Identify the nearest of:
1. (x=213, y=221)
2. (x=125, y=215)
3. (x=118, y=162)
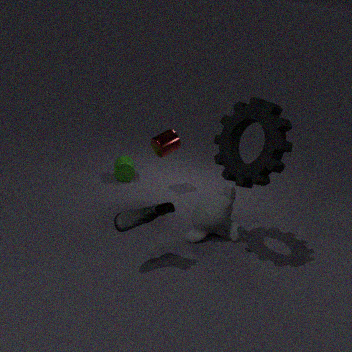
(x=125, y=215)
